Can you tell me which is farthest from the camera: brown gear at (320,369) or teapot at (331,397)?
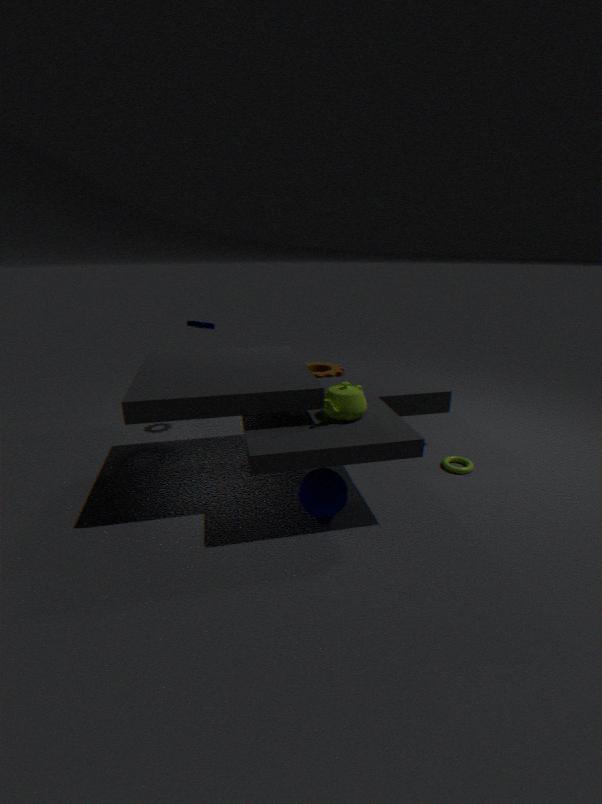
brown gear at (320,369)
